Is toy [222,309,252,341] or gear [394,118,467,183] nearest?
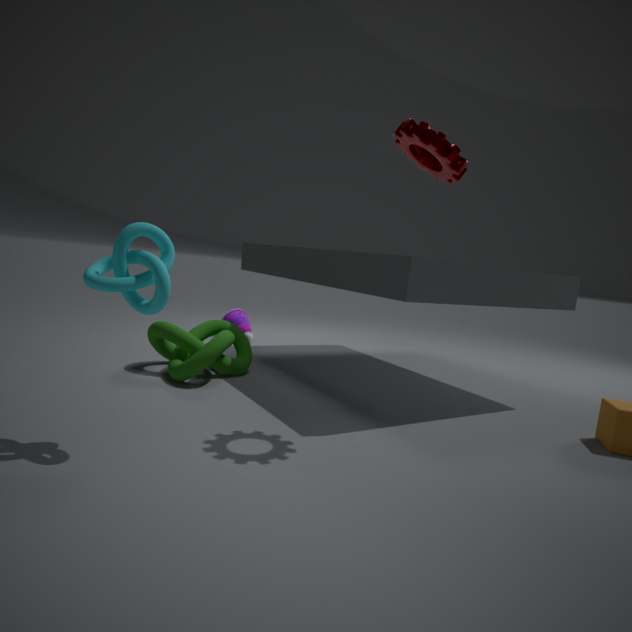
gear [394,118,467,183]
